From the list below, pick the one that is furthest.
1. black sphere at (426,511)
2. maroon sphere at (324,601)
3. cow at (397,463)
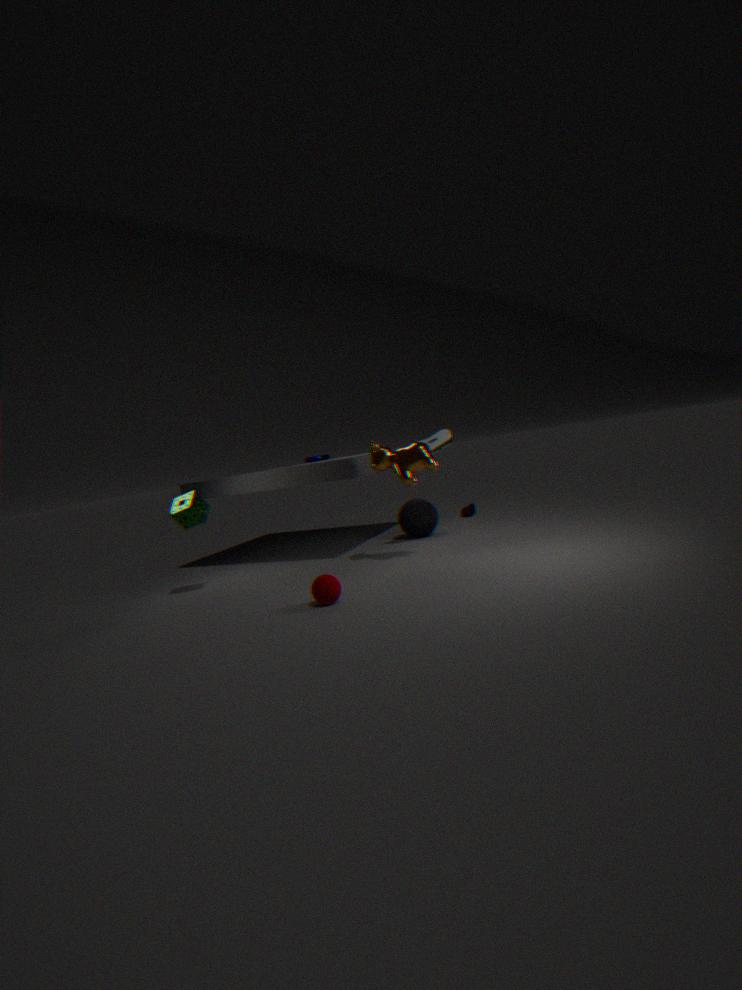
black sphere at (426,511)
